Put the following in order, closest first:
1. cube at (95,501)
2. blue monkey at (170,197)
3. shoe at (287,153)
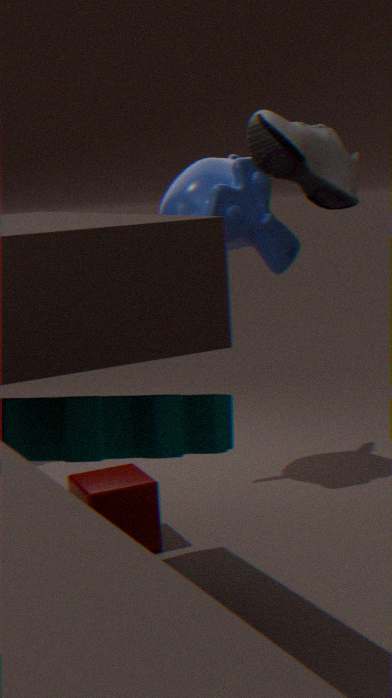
shoe at (287,153), cube at (95,501), blue monkey at (170,197)
